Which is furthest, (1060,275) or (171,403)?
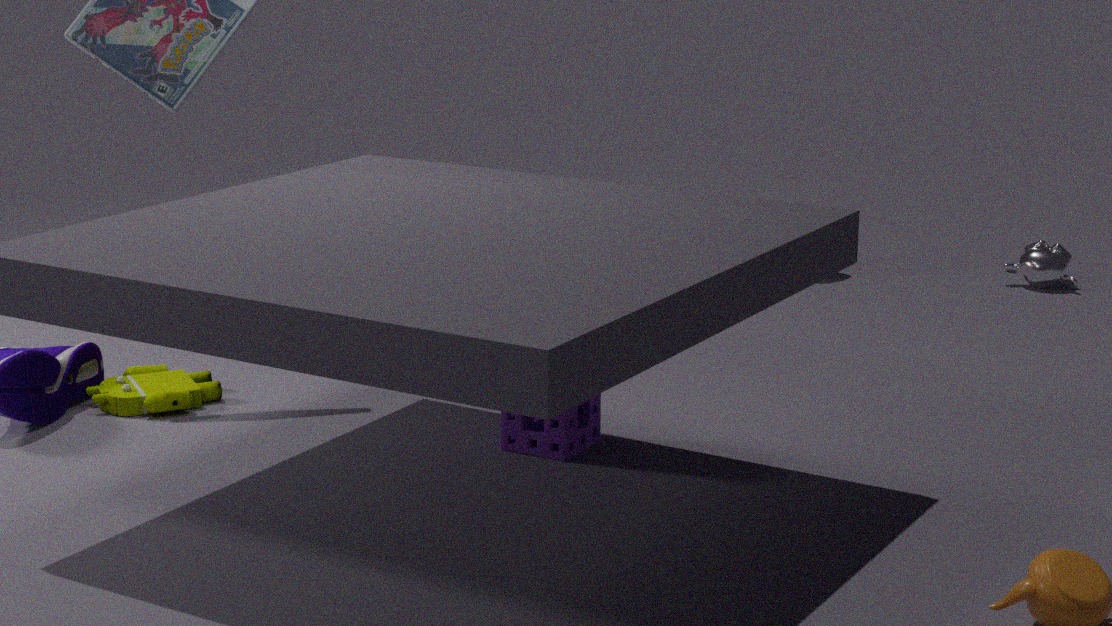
(1060,275)
